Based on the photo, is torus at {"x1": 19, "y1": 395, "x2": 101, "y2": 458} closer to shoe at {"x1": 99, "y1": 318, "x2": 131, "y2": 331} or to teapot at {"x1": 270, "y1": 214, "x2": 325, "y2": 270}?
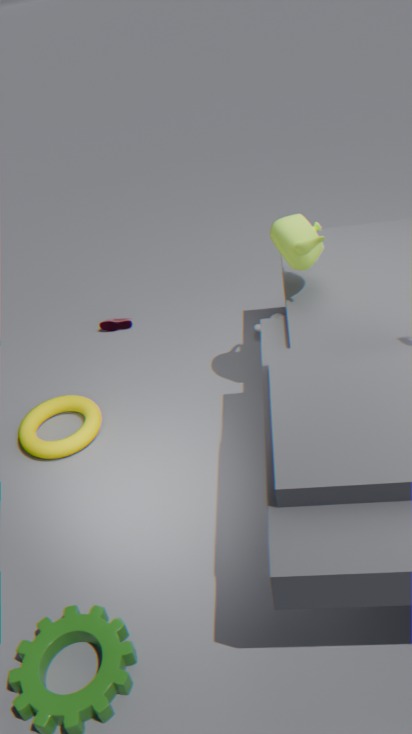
shoe at {"x1": 99, "y1": 318, "x2": 131, "y2": 331}
